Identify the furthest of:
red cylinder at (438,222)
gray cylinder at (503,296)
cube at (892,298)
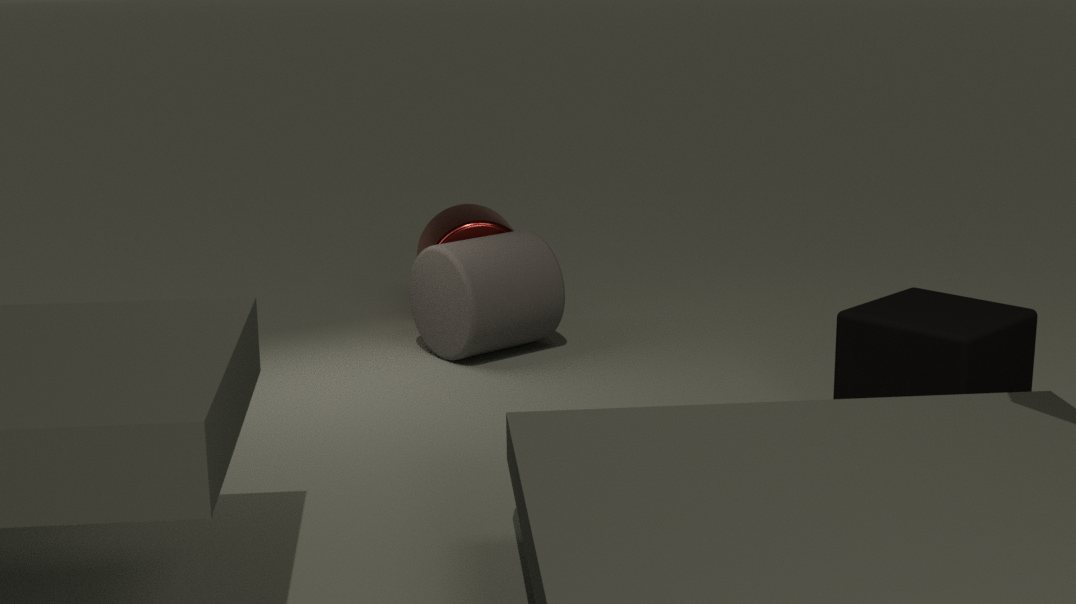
red cylinder at (438,222)
